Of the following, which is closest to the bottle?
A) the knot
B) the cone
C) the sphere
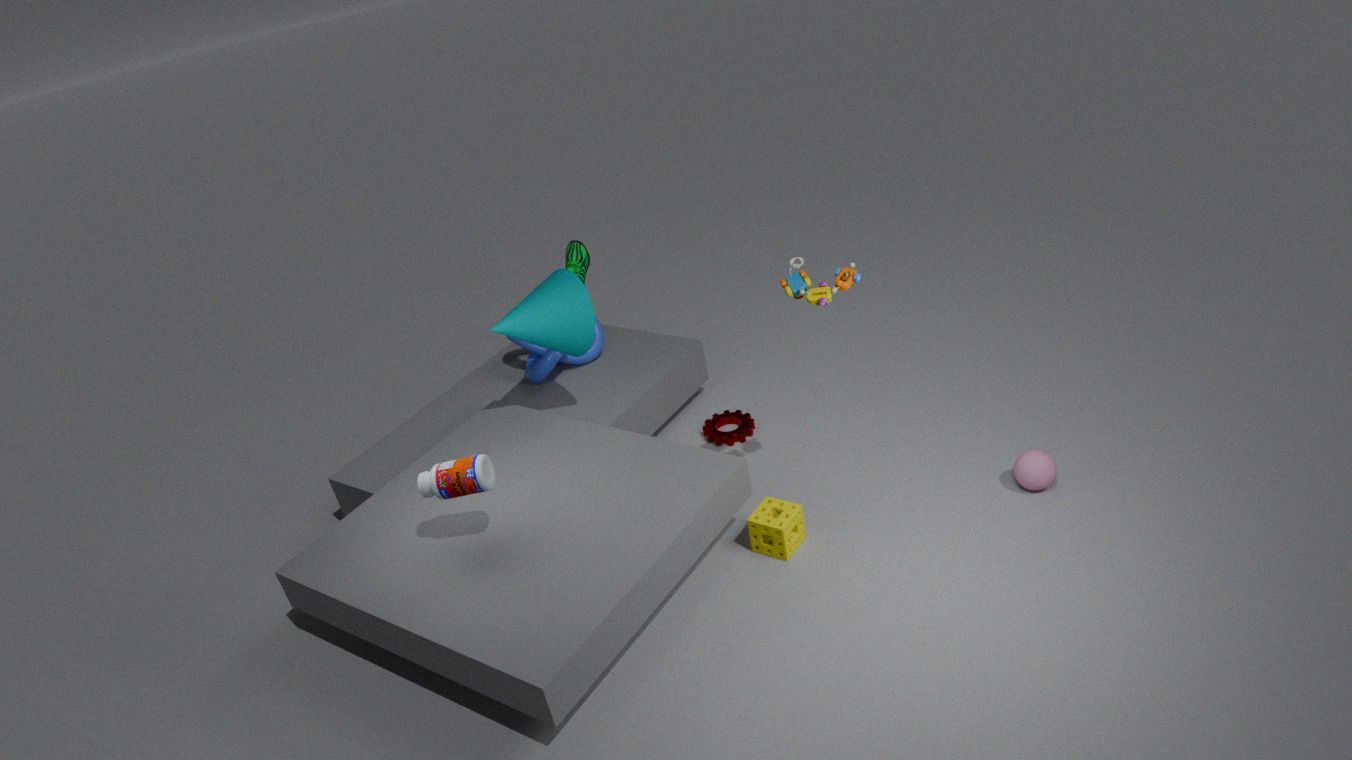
the cone
